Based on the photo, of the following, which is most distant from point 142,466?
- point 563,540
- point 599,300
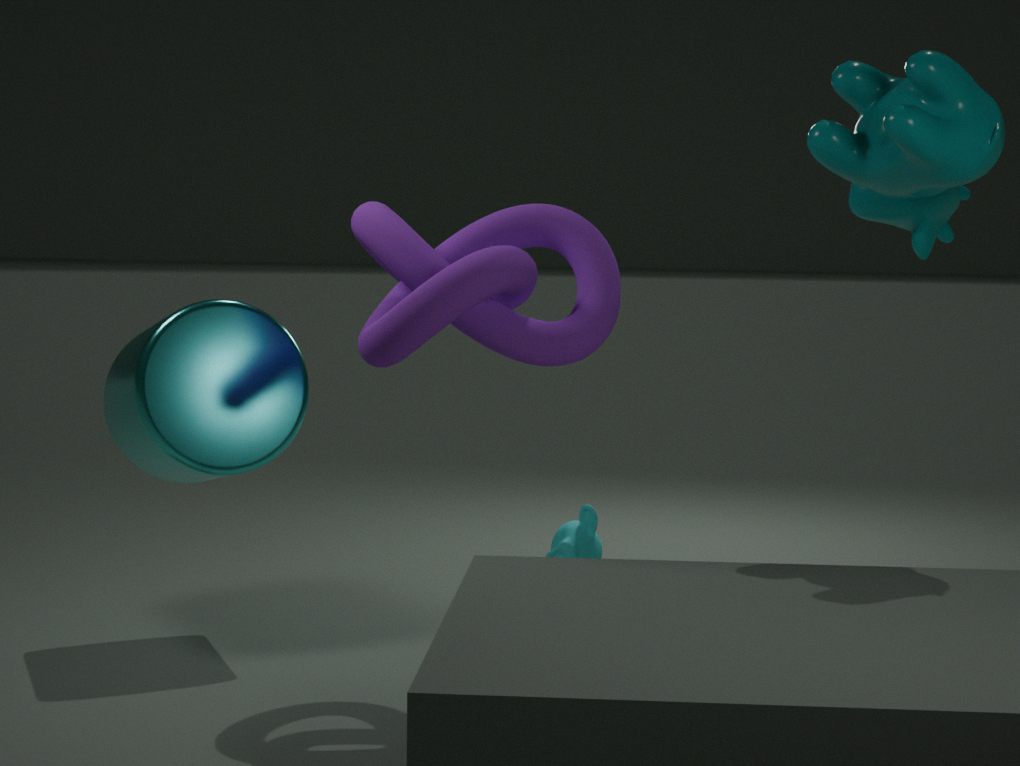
point 563,540
